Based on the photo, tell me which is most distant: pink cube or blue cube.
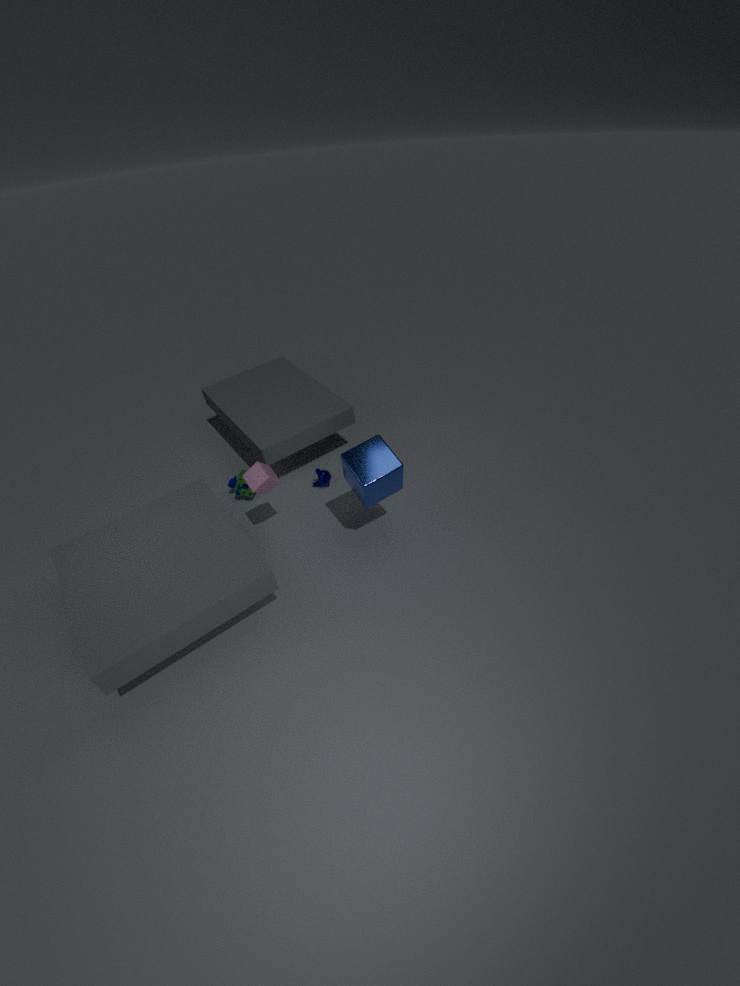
pink cube
